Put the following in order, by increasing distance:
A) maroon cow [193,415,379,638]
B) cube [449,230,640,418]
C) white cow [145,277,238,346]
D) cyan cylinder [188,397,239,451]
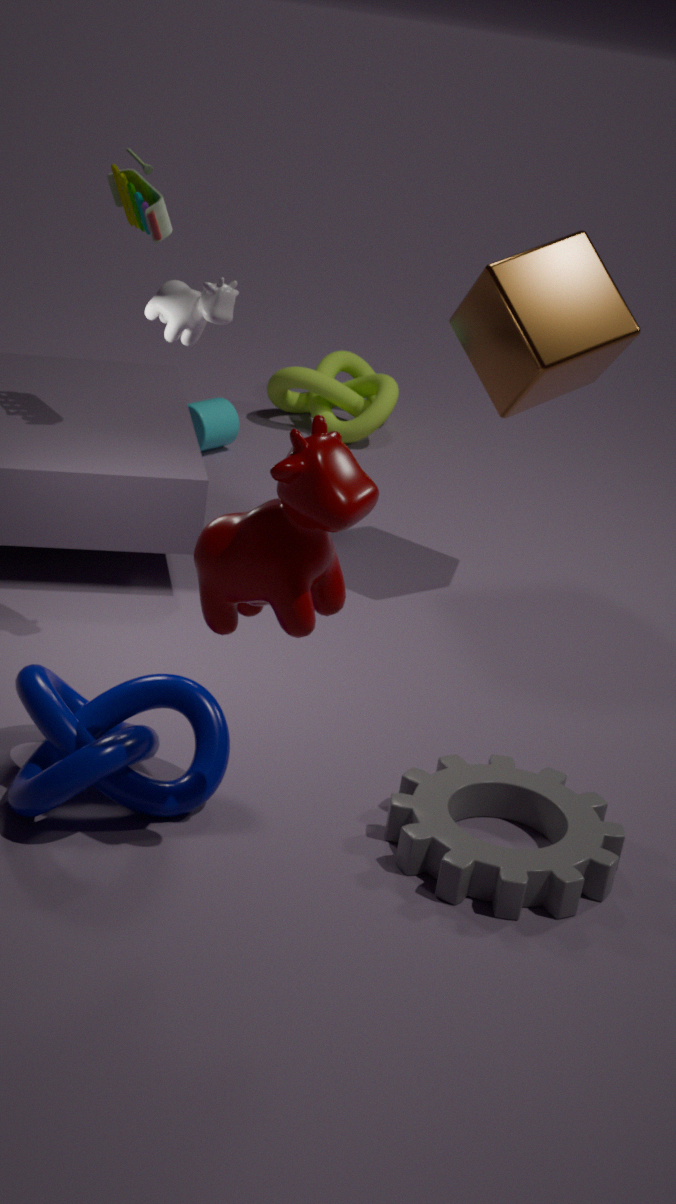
maroon cow [193,415,379,638]
white cow [145,277,238,346]
cube [449,230,640,418]
cyan cylinder [188,397,239,451]
